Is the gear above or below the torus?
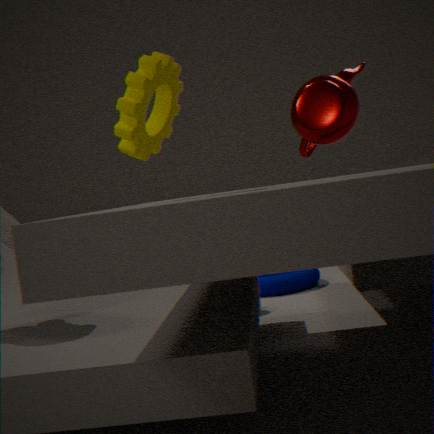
above
